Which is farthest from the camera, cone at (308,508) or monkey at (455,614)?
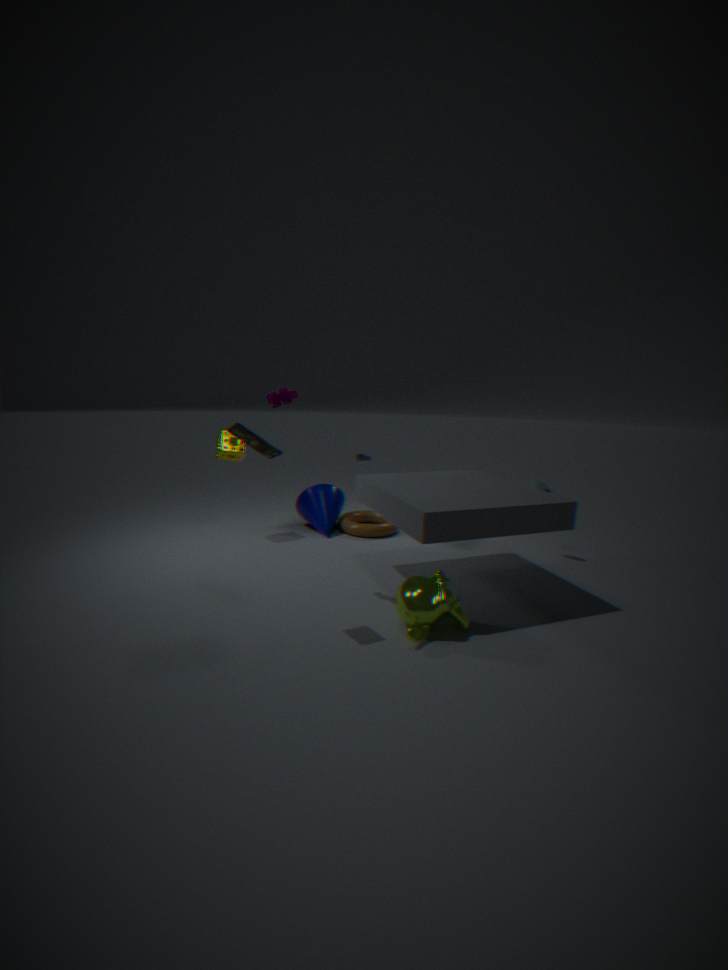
cone at (308,508)
